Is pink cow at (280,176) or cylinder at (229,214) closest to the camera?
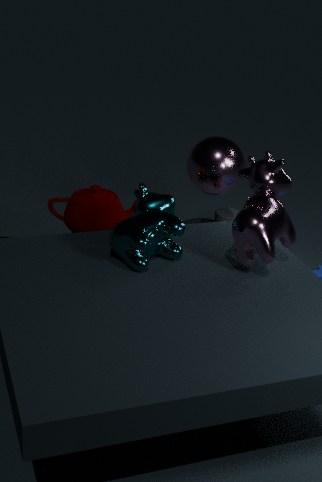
pink cow at (280,176)
